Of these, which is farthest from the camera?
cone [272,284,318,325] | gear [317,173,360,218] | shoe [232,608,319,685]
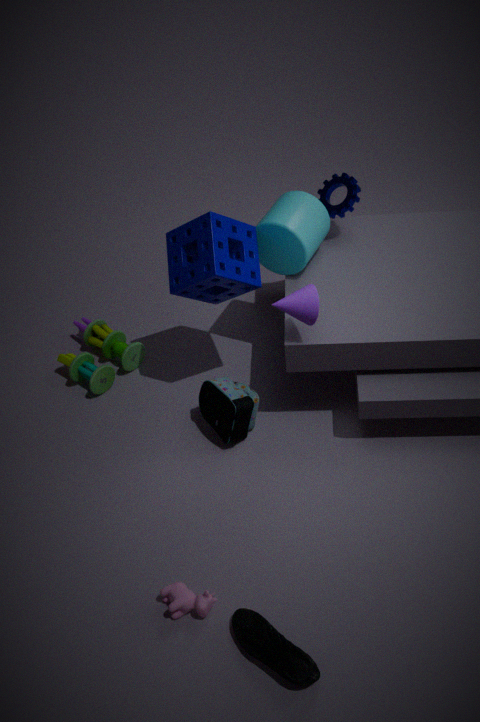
gear [317,173,360,218]
